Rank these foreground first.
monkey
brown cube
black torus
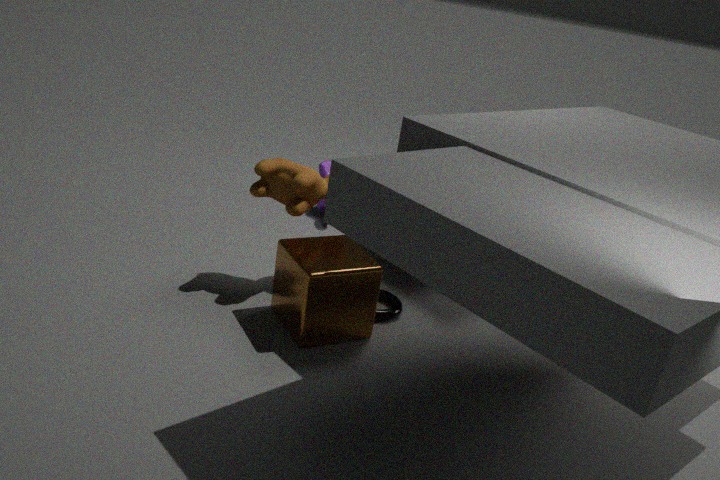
brown cube → black torus → monkey
